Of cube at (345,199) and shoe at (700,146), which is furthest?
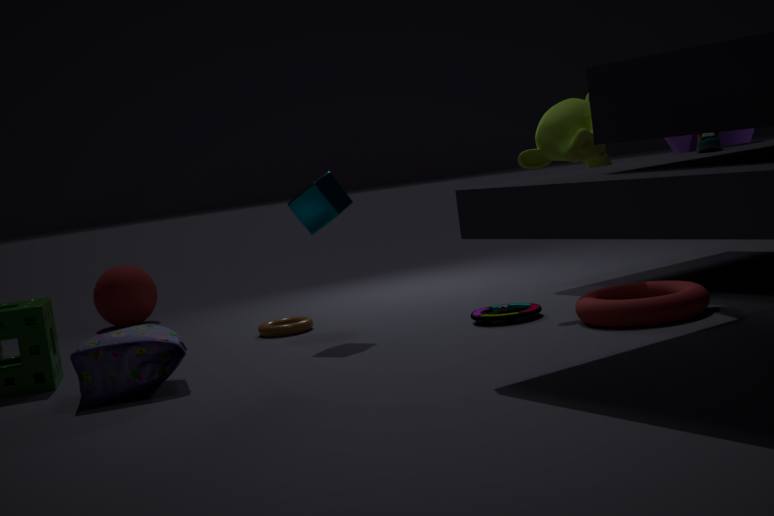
cube at (345,199)
